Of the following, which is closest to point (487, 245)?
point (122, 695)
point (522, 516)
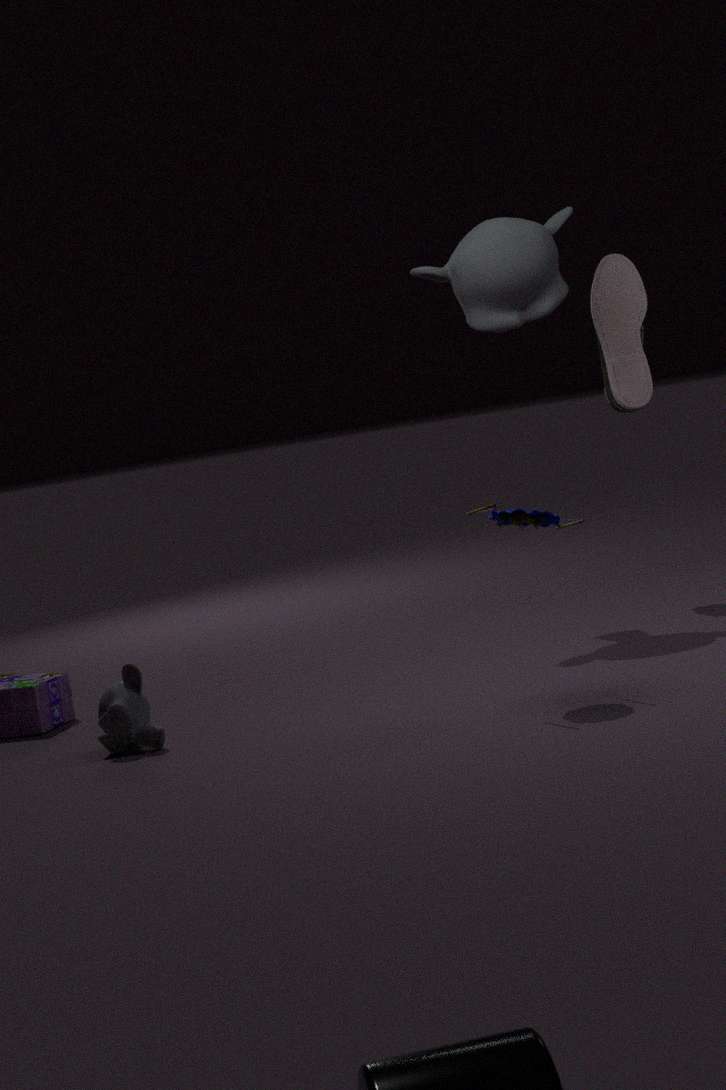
point (522, 516)
